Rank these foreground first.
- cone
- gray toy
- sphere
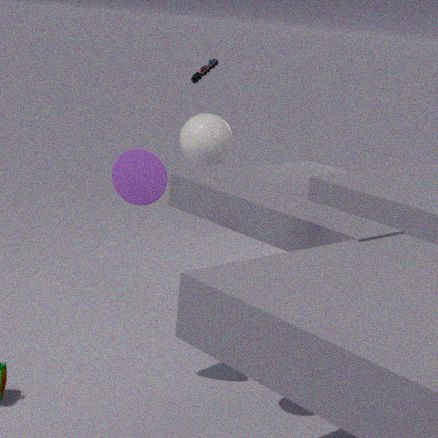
1. sphere
2. cone
3. gray toy
